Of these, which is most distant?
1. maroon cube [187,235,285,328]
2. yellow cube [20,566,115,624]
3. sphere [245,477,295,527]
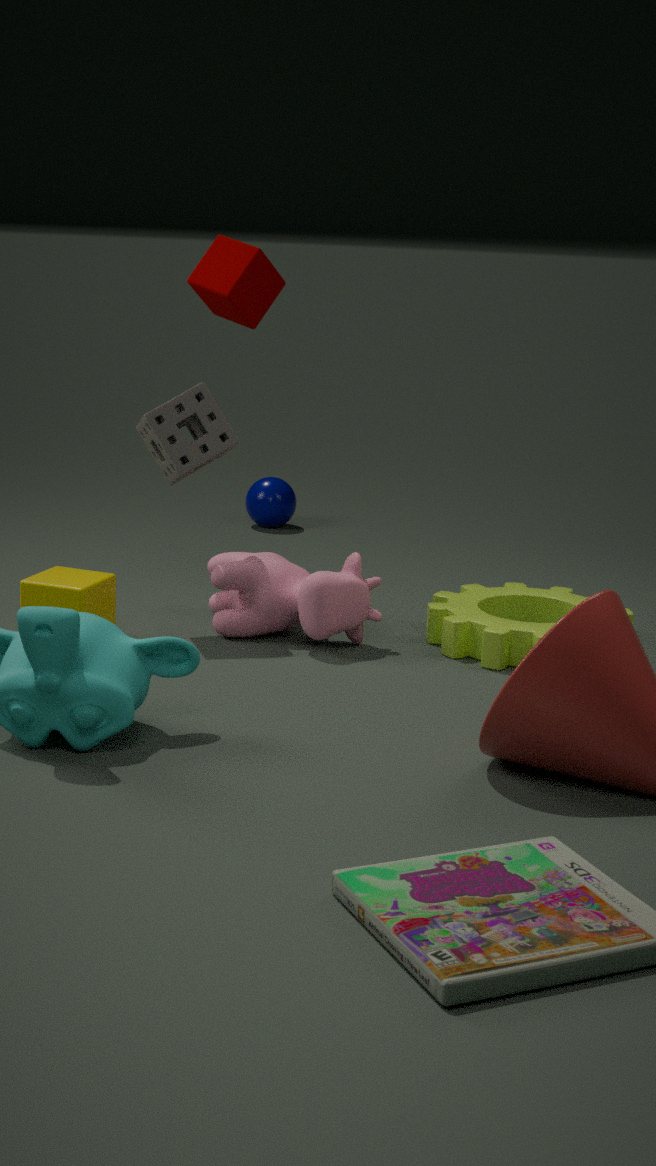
sphere [245,477,295,527]
